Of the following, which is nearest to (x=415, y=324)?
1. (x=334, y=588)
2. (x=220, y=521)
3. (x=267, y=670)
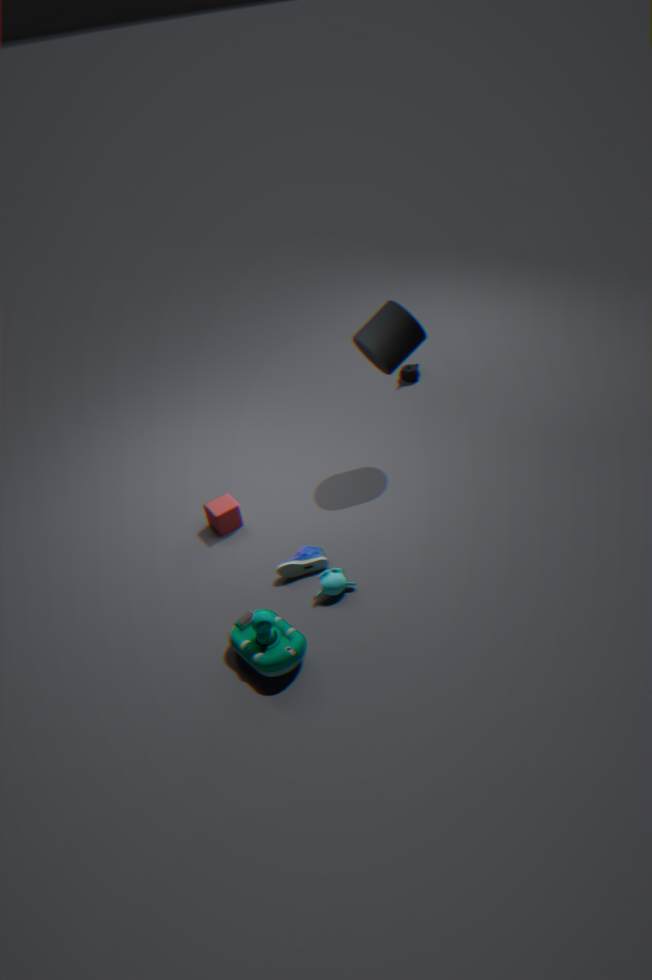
(x=220, y=521)
